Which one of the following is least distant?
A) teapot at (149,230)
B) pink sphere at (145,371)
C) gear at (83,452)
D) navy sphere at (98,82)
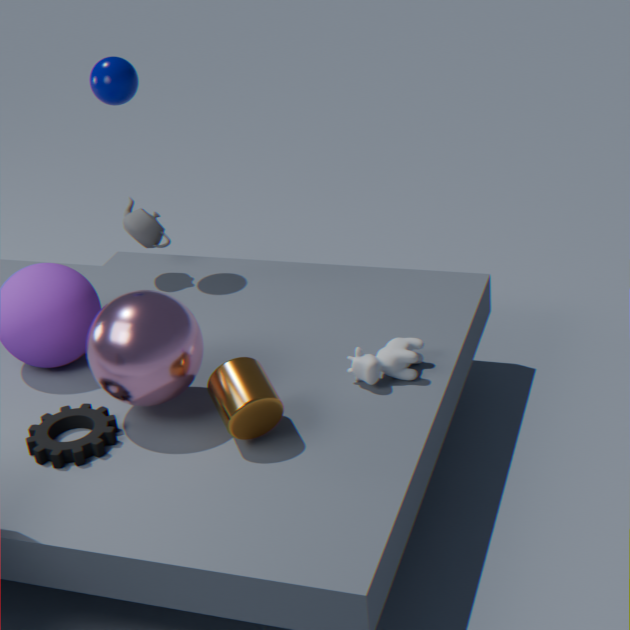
pink sphere at (145,371)
